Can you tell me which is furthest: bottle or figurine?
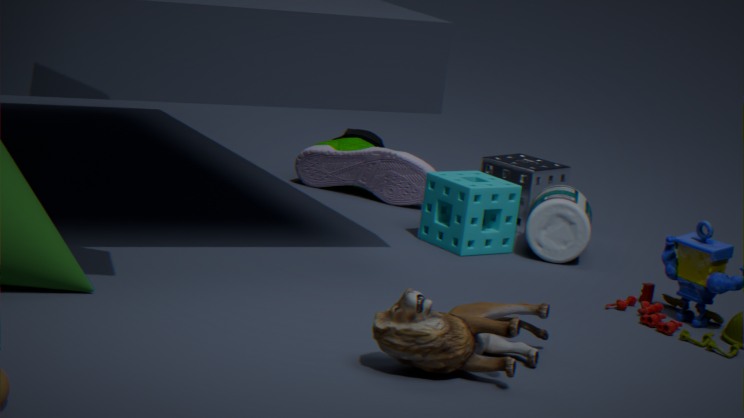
bottle
